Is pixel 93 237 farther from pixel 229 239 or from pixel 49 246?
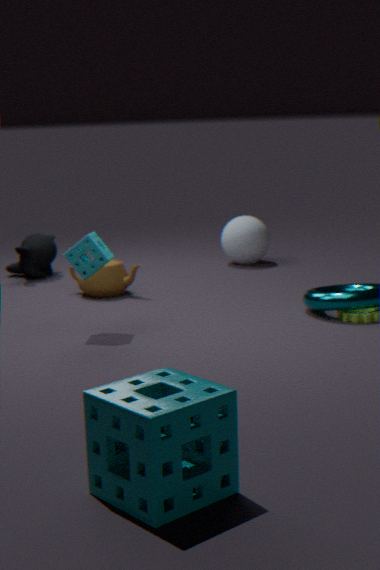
pixel 229 239
